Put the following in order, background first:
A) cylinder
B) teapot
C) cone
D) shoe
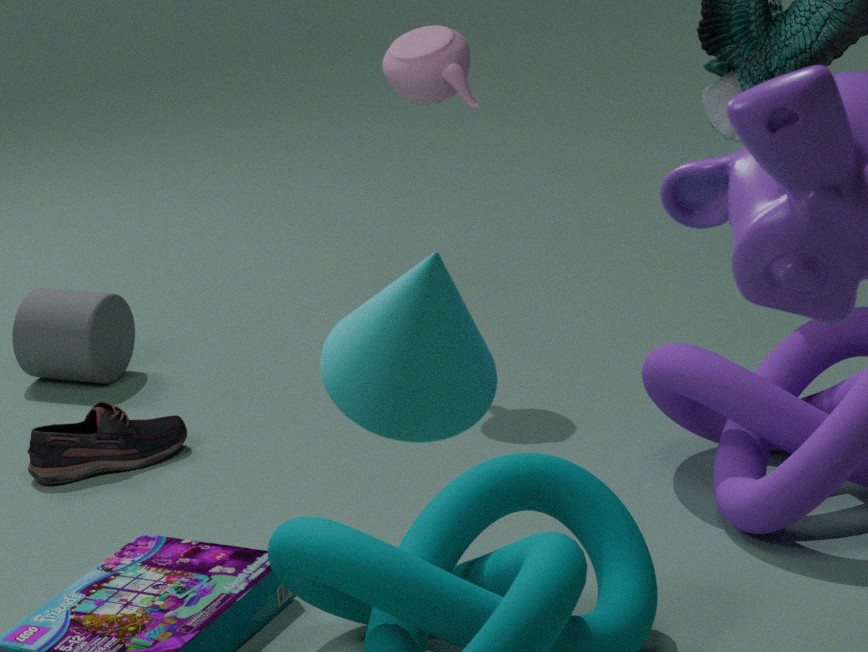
cylinder
teapot
shoe
cone
